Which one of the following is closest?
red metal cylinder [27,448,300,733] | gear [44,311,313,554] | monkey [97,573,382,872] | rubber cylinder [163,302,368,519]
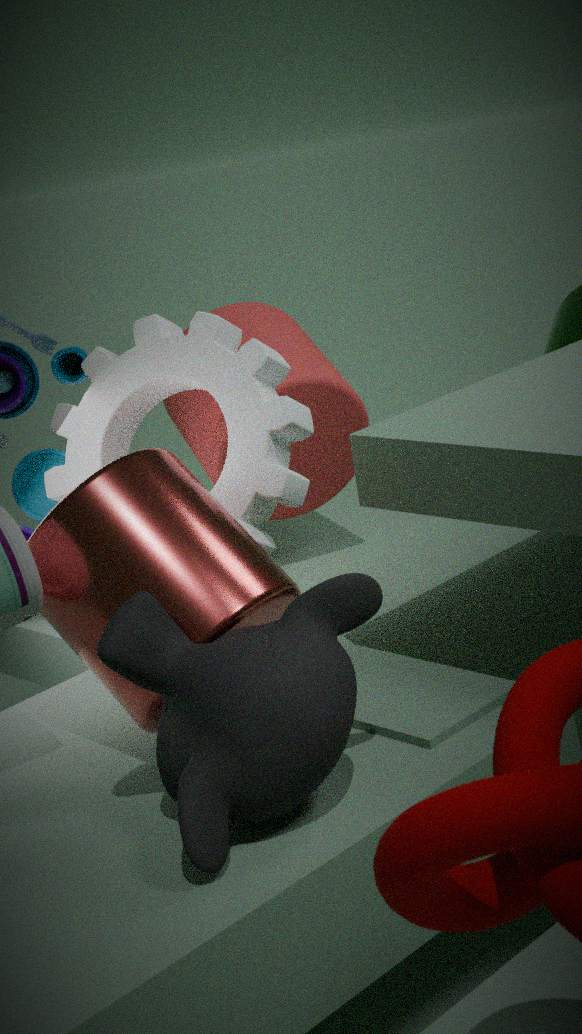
monkey [97,573,382,872]
